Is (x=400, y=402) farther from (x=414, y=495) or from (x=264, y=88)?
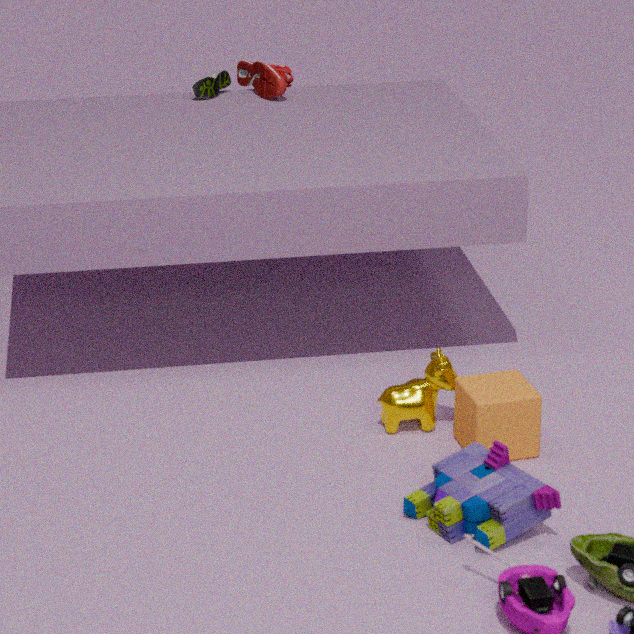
(x=264, y=88)
